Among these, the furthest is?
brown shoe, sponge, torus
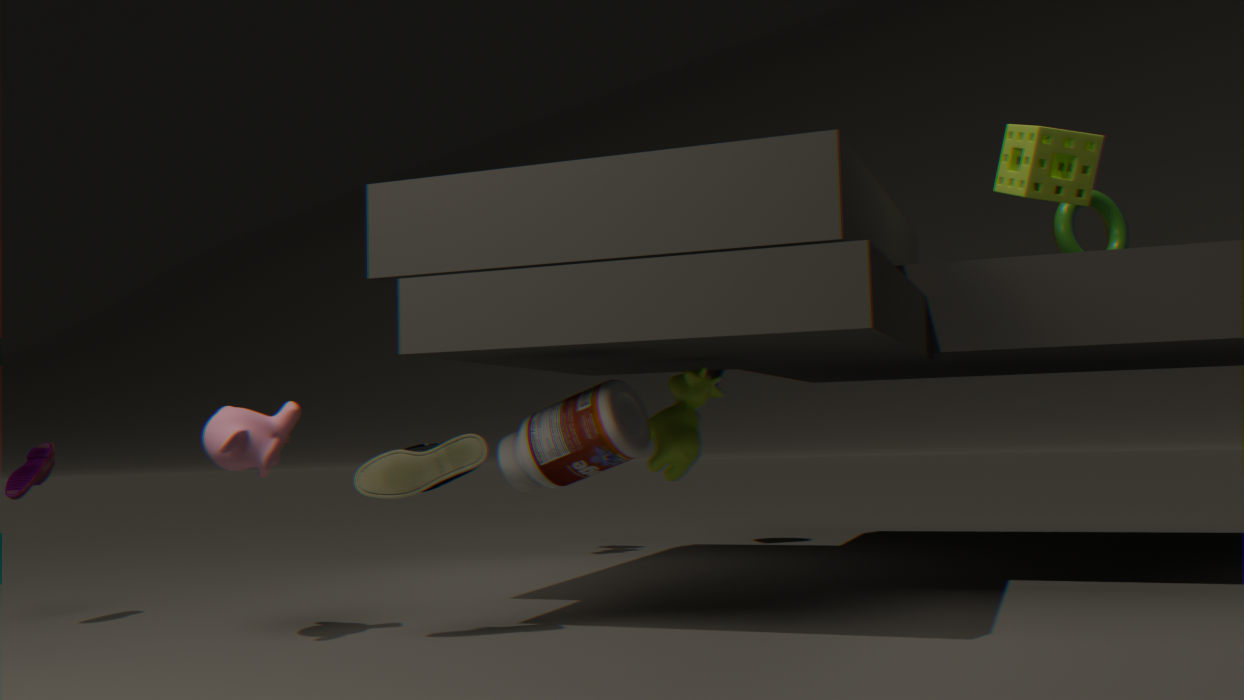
torus
